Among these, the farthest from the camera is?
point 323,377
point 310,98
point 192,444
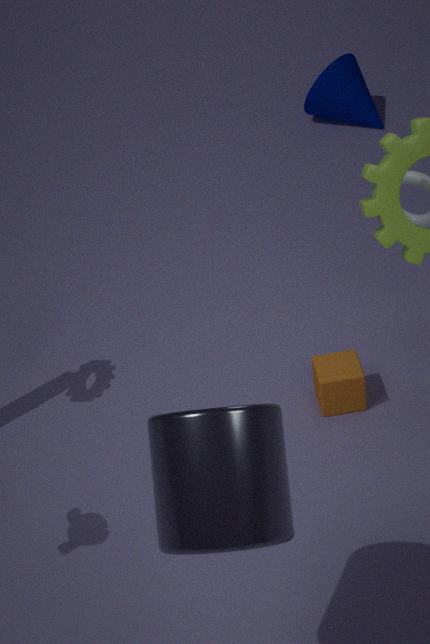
point 310,98
